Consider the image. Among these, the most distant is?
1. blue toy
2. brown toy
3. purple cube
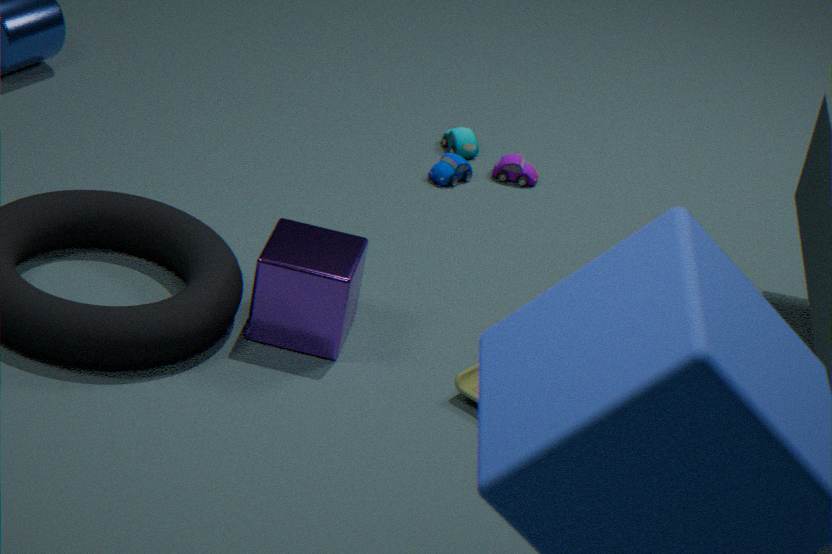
blue toy
